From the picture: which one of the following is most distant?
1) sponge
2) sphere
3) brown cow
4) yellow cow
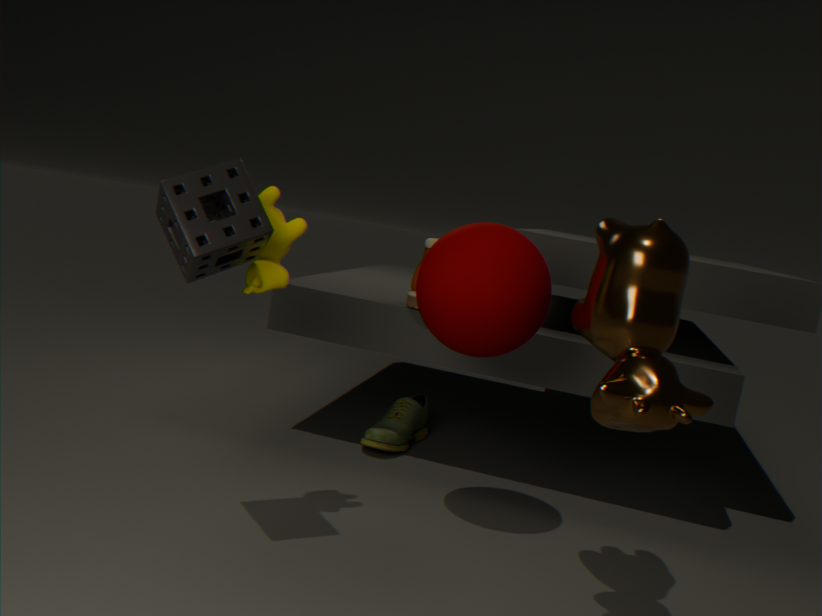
2. sphere
